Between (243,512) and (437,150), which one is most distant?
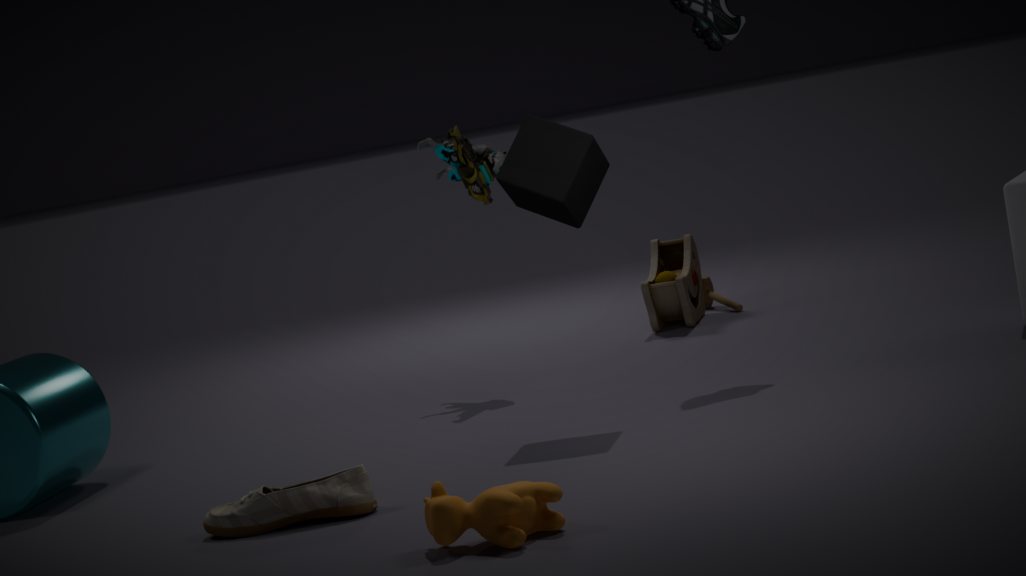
(437,150)
